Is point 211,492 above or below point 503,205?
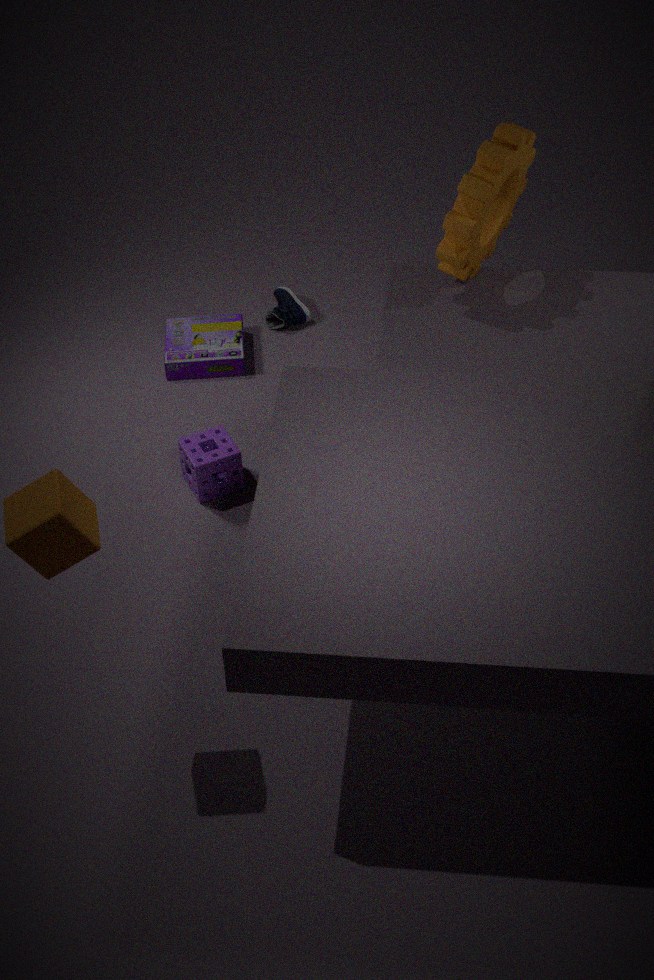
below
